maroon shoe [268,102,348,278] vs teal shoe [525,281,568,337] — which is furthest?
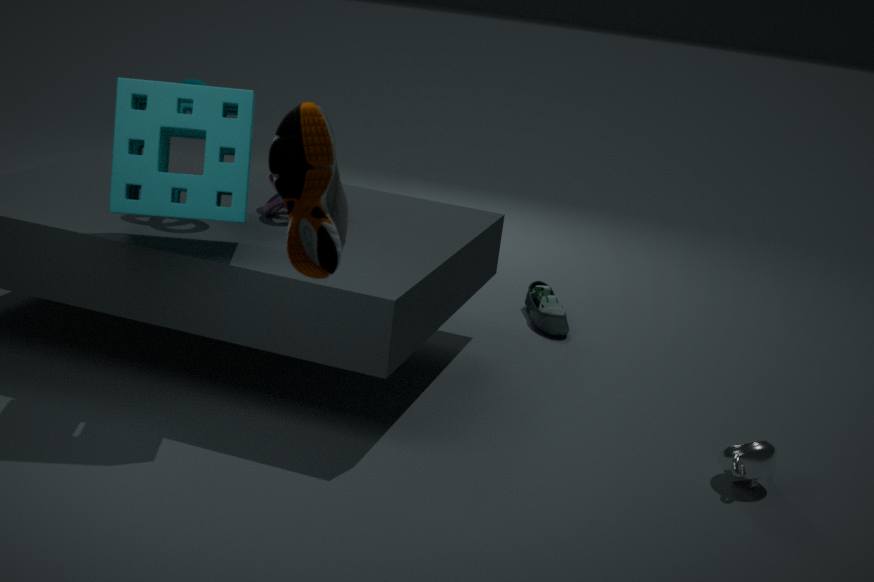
teal shoe [525,281,568,337]
